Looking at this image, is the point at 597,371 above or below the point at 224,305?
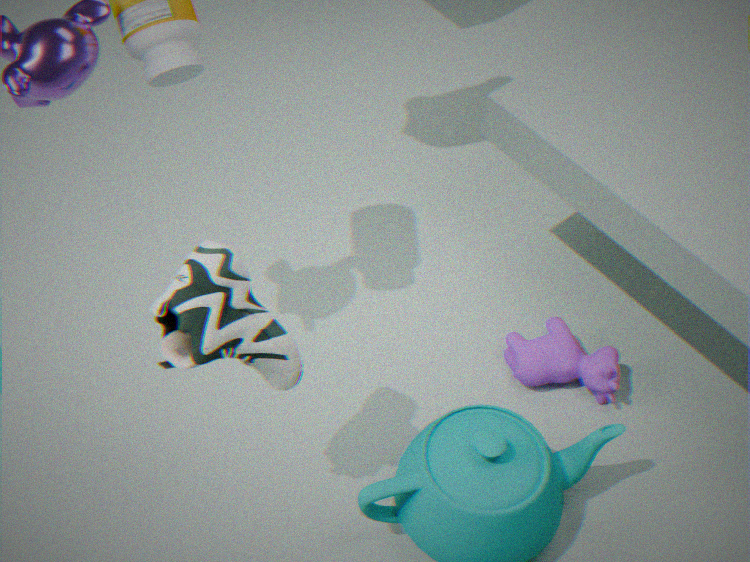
below
